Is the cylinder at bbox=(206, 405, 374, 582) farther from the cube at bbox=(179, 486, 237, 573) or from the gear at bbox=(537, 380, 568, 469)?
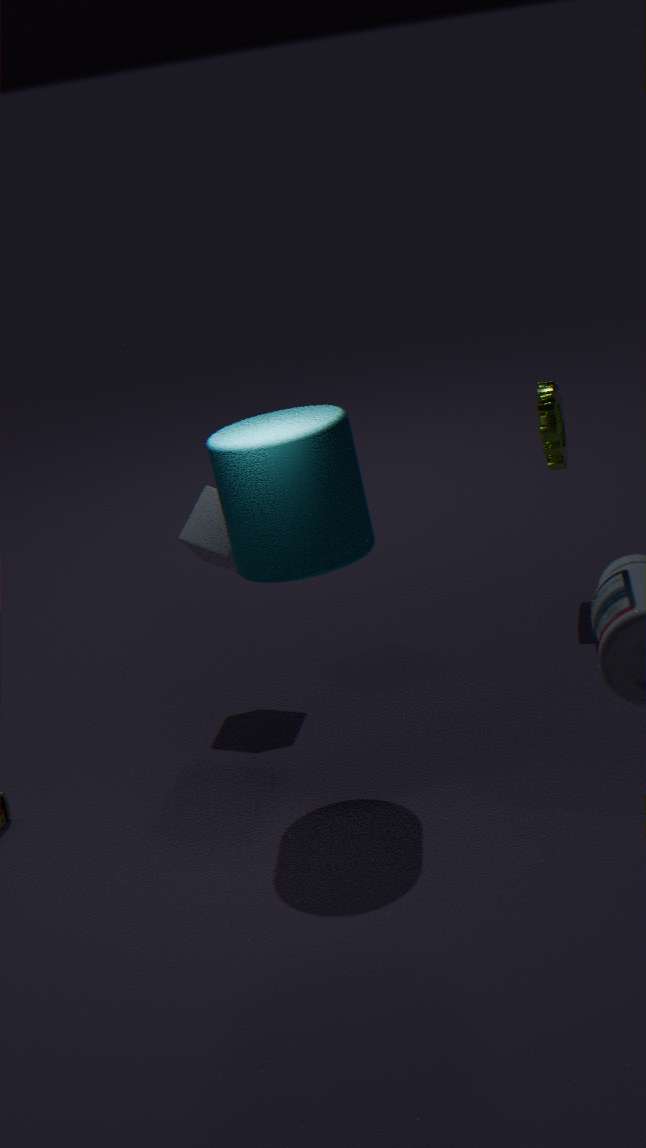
the gear at bbox=(537, 380, 568, 469)
